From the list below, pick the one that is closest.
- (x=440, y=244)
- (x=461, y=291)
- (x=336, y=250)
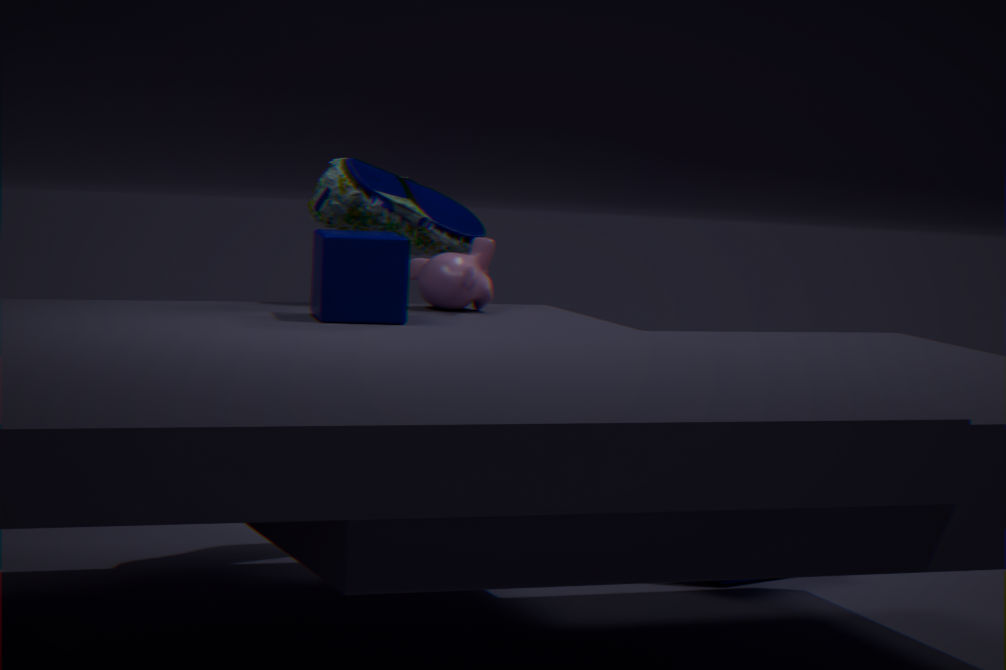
(x=336, y=250)
